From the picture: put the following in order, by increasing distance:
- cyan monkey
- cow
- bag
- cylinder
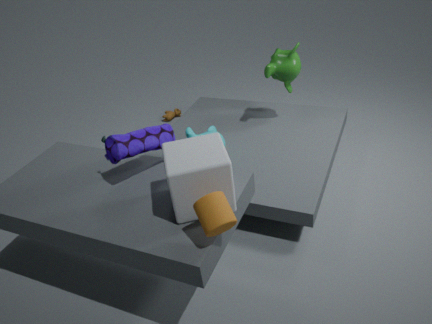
cylinder
bag
cyan monkey
cow
